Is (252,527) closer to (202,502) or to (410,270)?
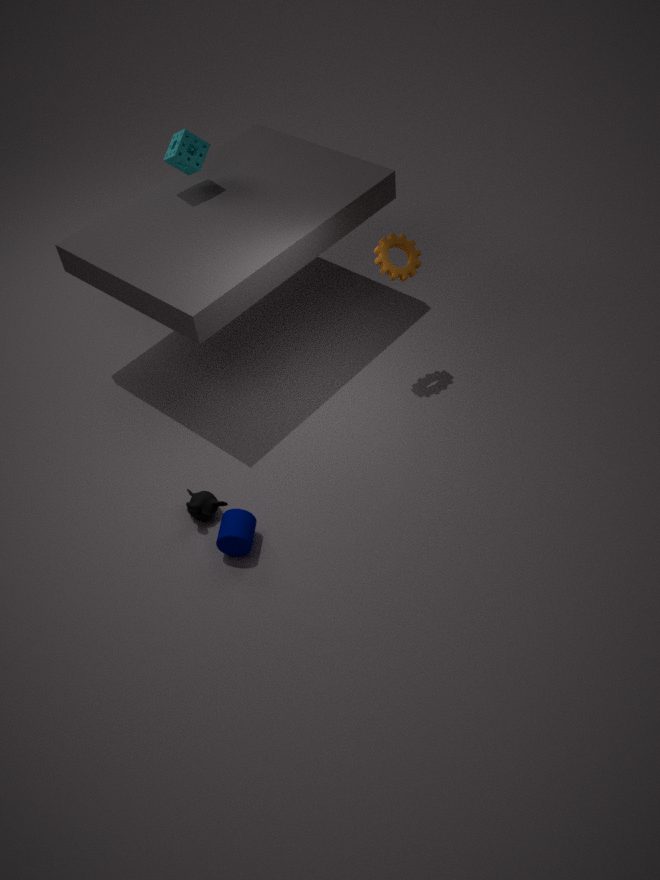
(202,502)
